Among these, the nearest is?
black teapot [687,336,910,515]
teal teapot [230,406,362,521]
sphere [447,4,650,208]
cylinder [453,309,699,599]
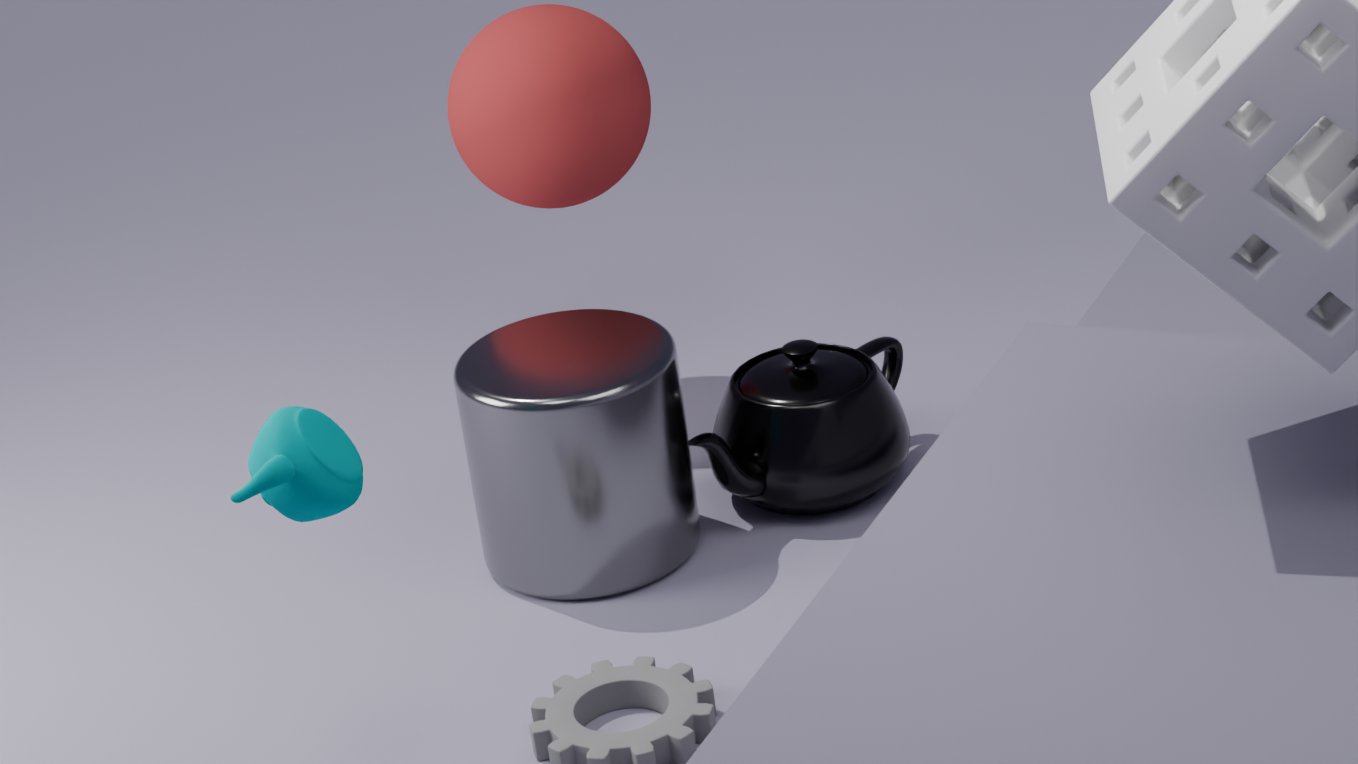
teal teapot [230,406,362,521]
